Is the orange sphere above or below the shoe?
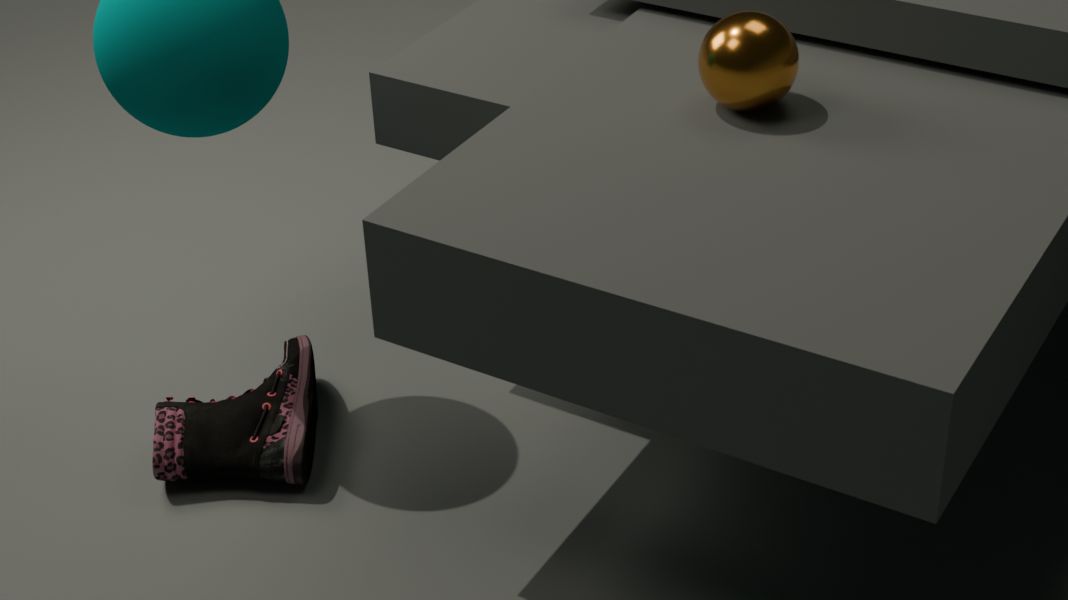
above
